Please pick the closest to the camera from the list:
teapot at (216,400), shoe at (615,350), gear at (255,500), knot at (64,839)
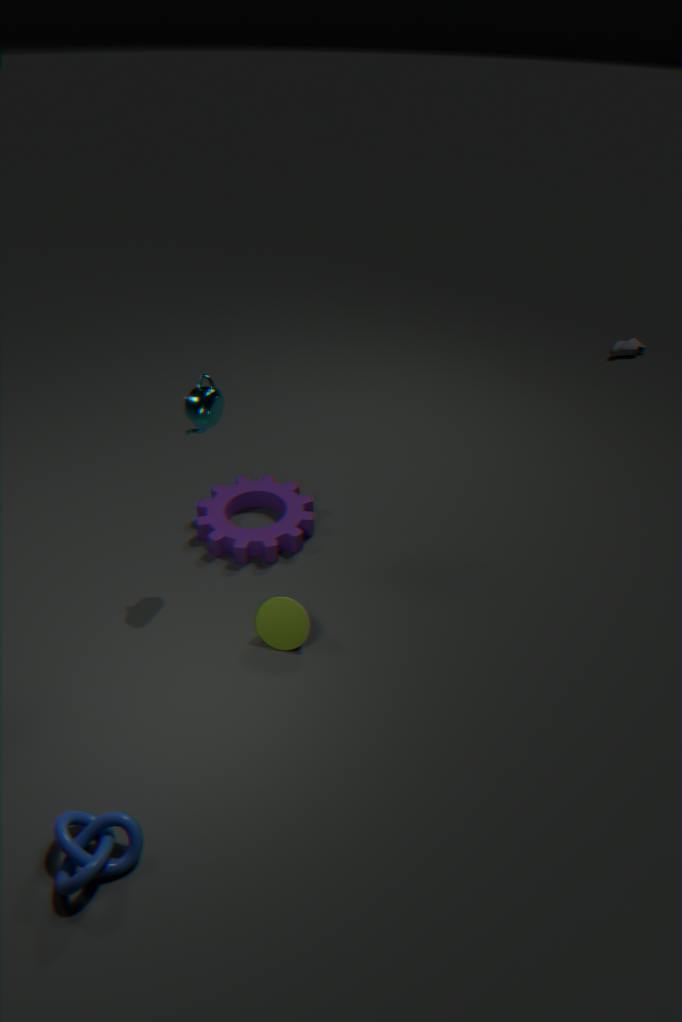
knot at (64,839)
